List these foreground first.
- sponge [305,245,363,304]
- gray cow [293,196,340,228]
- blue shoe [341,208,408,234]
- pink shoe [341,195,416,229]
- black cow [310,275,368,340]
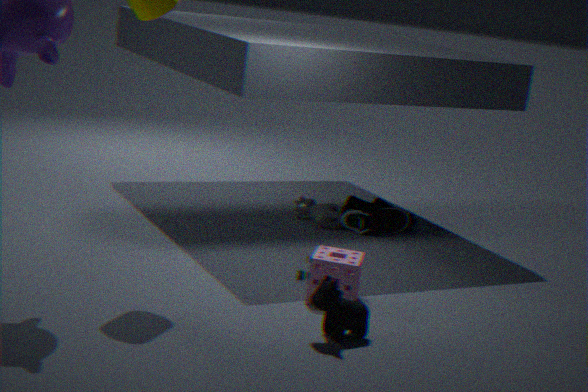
black cow [310,275,368,340], sponge [305,245,363,304], blue shoe [341,208,408,234], gray cow [293,196,340,228], pink shoe [341,195,416,229]
